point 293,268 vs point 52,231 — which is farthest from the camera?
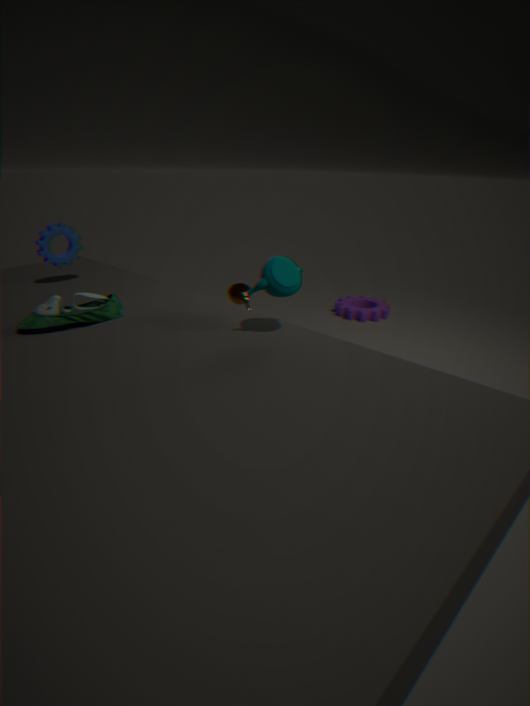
point 52,231
